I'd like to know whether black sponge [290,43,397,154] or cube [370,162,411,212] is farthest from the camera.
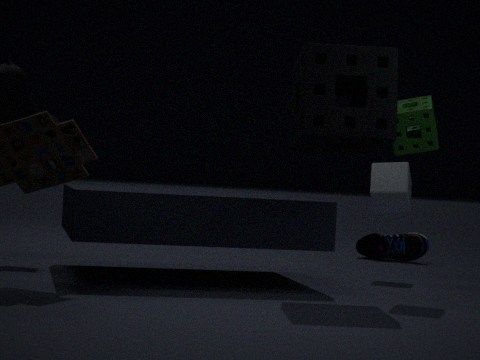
cube [370,162,411,212]
